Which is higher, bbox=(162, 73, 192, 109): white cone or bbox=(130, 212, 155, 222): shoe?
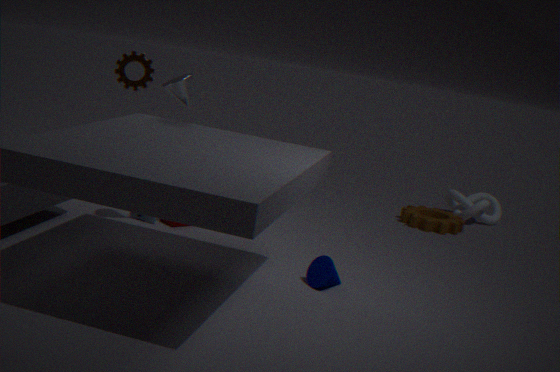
bbox=(162, 73, 192, 109): white cone
